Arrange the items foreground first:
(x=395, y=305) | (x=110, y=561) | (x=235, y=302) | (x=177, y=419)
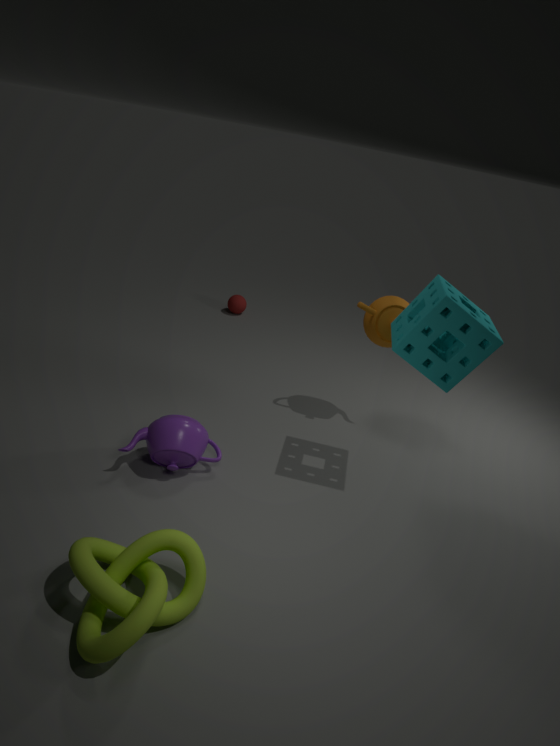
(x=110, y=561) → (x=177, y=419) → (x=395, y=305) → (x=235, y=302)
